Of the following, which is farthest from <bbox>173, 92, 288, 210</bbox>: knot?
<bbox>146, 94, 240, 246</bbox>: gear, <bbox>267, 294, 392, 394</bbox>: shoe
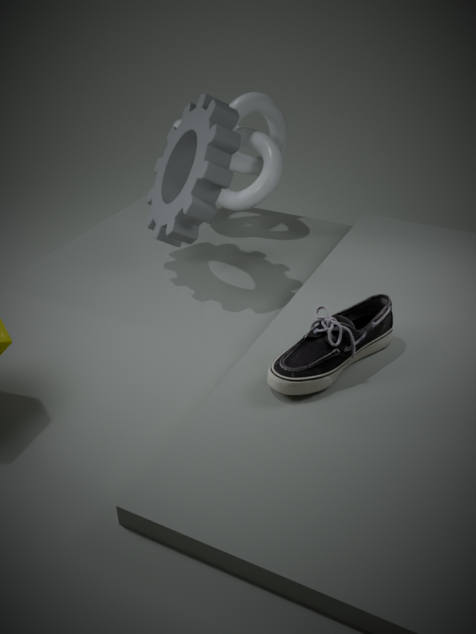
<bbox>267, 294, 392, 394</bbox>: shoe
